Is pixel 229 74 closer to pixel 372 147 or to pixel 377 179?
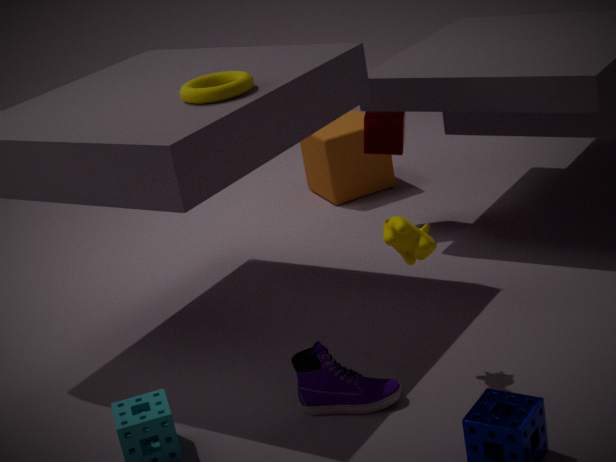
pixel 372 147
